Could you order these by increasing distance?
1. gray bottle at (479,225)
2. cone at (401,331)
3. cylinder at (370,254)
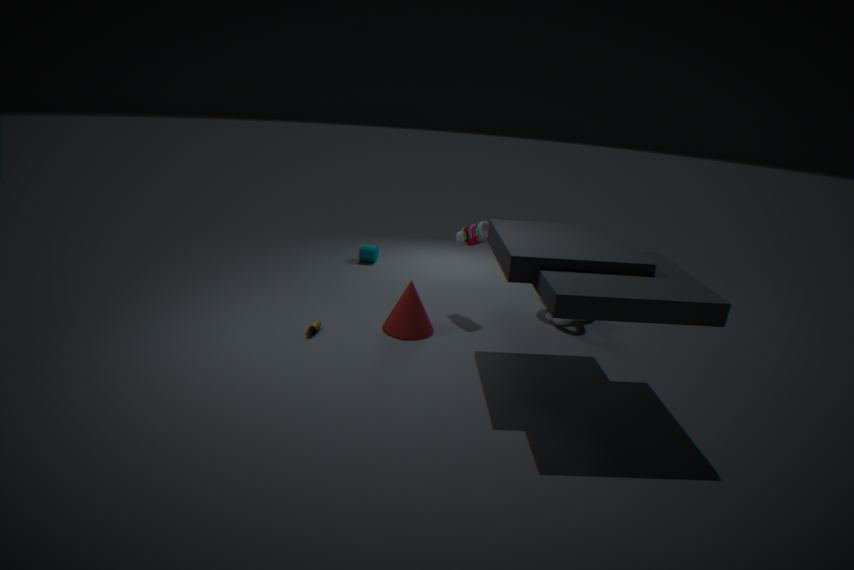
cone at (401,331) → gray bottle at (479,225) → cylinder at (370,254)
